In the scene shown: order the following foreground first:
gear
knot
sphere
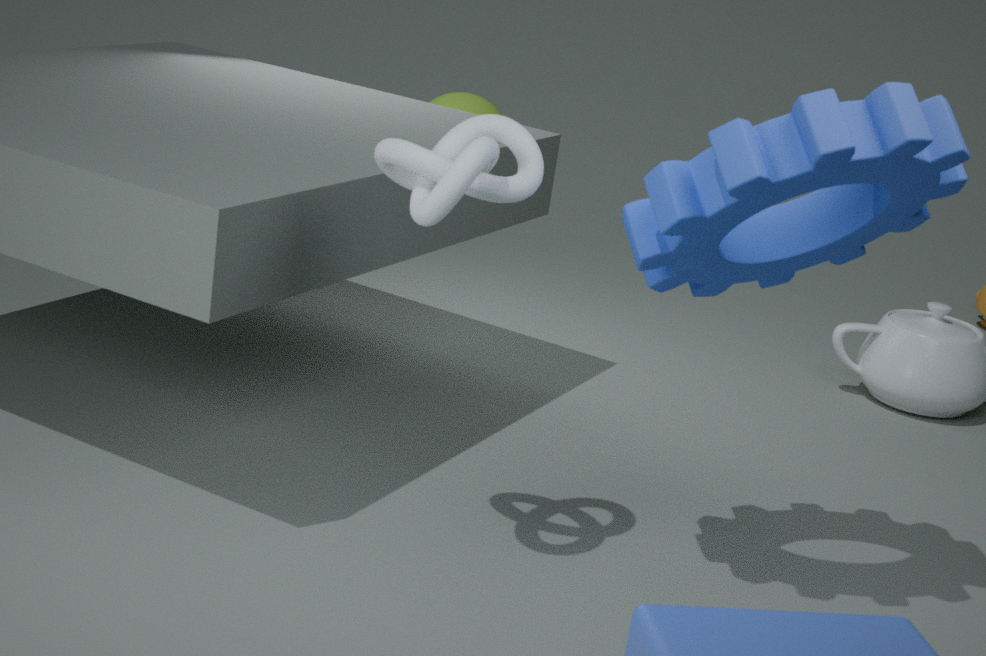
gear
knot
sphere
